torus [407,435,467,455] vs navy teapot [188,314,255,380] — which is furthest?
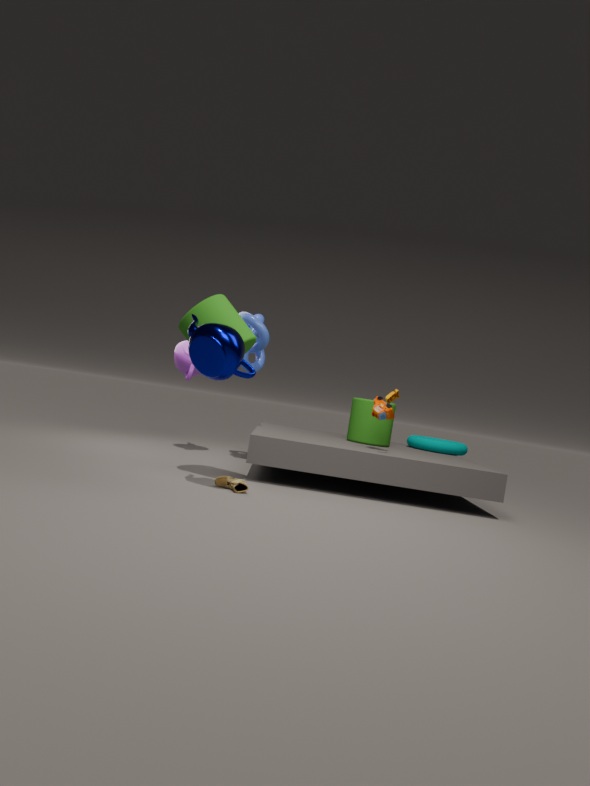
torus [407,435,467,455]
